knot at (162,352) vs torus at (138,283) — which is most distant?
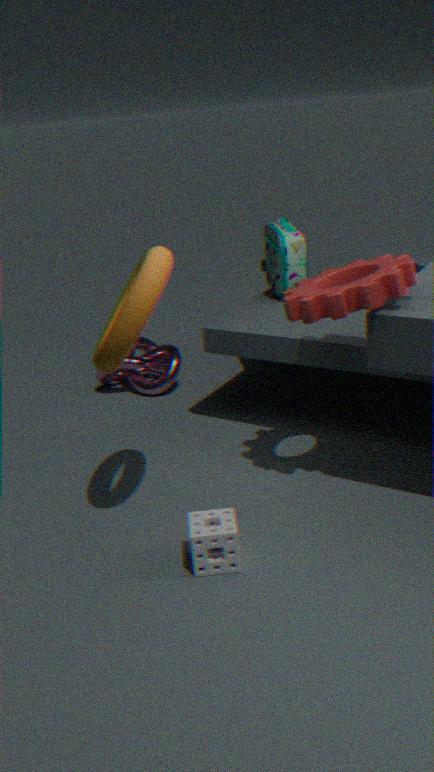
knot at (162,352)
